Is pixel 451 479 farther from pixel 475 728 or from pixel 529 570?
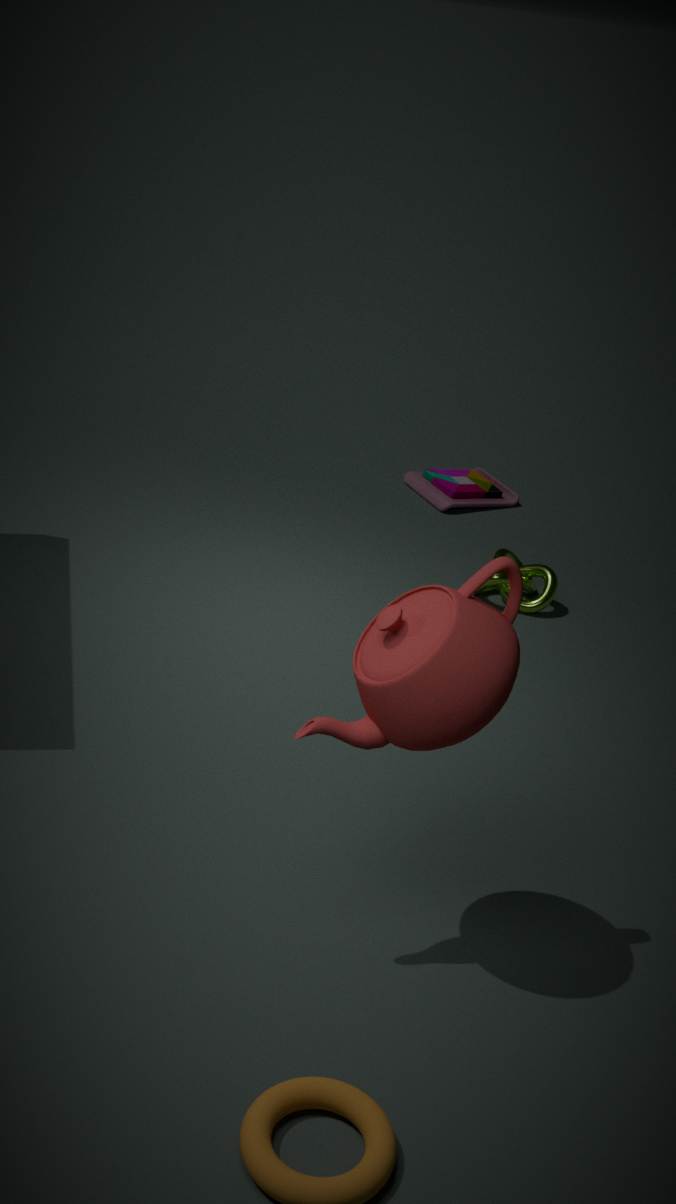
pixel 475 728
